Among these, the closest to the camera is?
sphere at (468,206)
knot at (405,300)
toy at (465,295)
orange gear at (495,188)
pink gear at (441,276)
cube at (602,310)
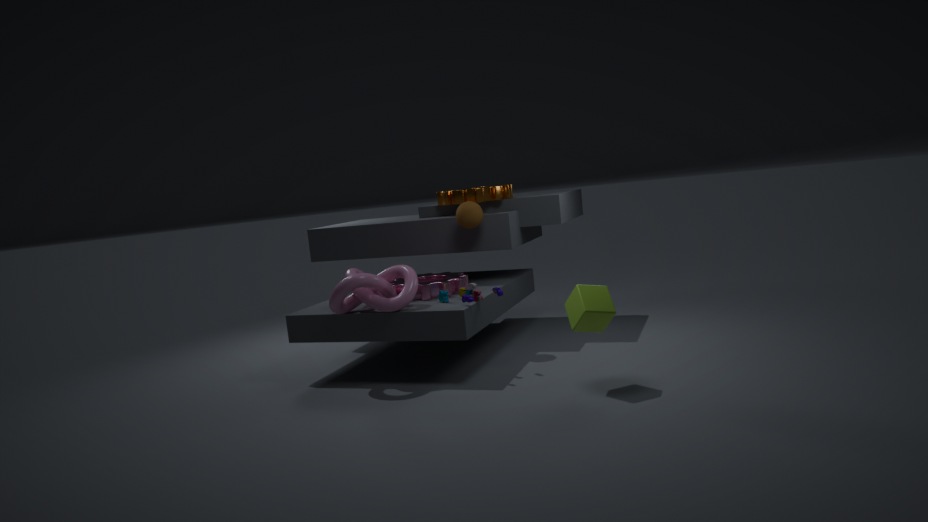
cube at (602,310)
